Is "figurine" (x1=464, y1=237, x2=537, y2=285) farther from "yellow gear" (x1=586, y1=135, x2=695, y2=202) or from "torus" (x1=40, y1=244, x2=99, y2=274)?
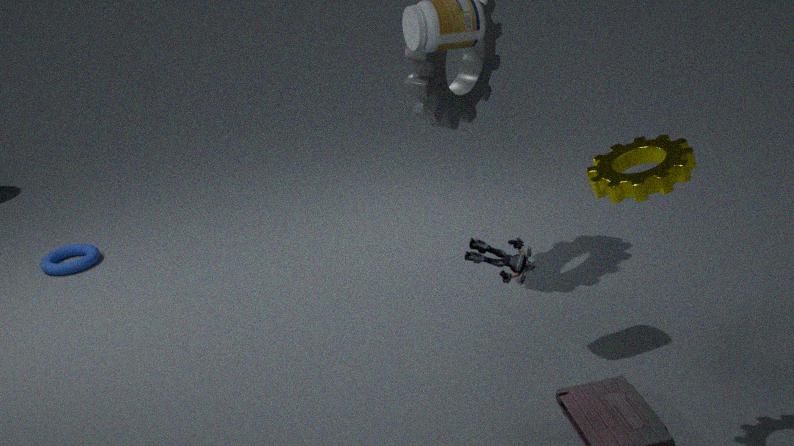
"torus" (x1=40, y1=244, x2=99, y2=274)
